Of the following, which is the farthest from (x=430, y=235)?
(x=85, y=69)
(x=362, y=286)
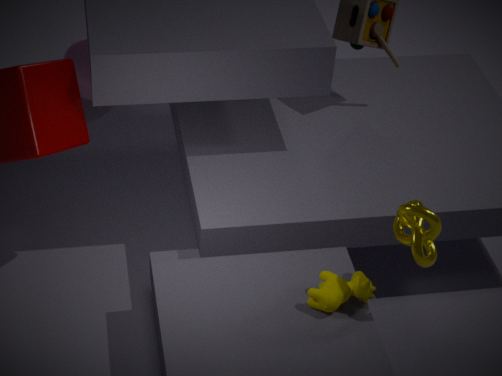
(x=85, y=69)
